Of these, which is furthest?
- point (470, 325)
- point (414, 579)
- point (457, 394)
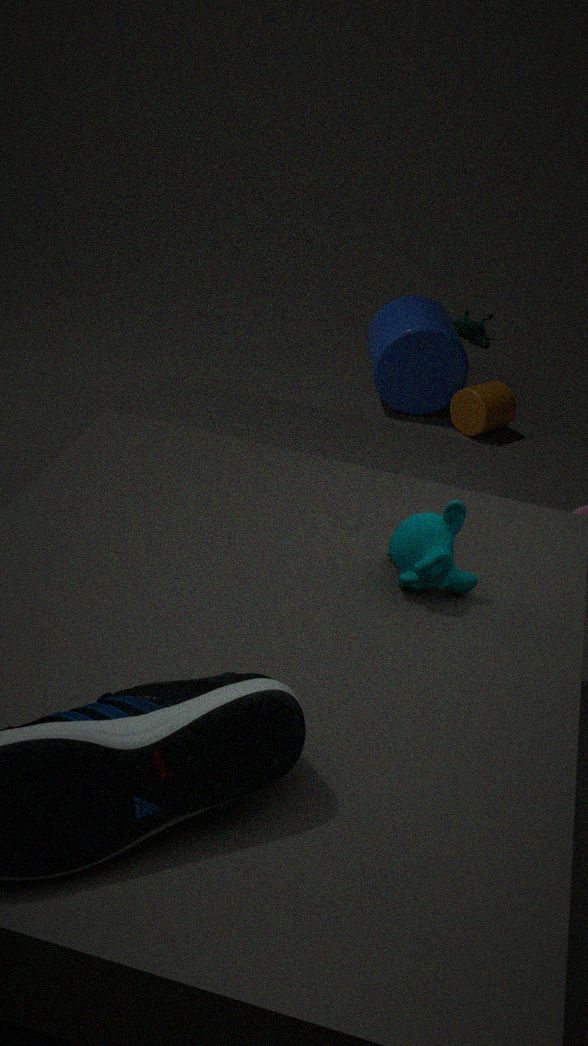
point (470, 325)
